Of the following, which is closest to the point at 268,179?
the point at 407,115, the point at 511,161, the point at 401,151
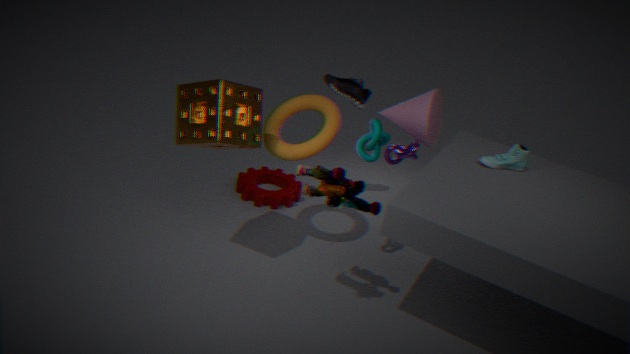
the point at 401,151
